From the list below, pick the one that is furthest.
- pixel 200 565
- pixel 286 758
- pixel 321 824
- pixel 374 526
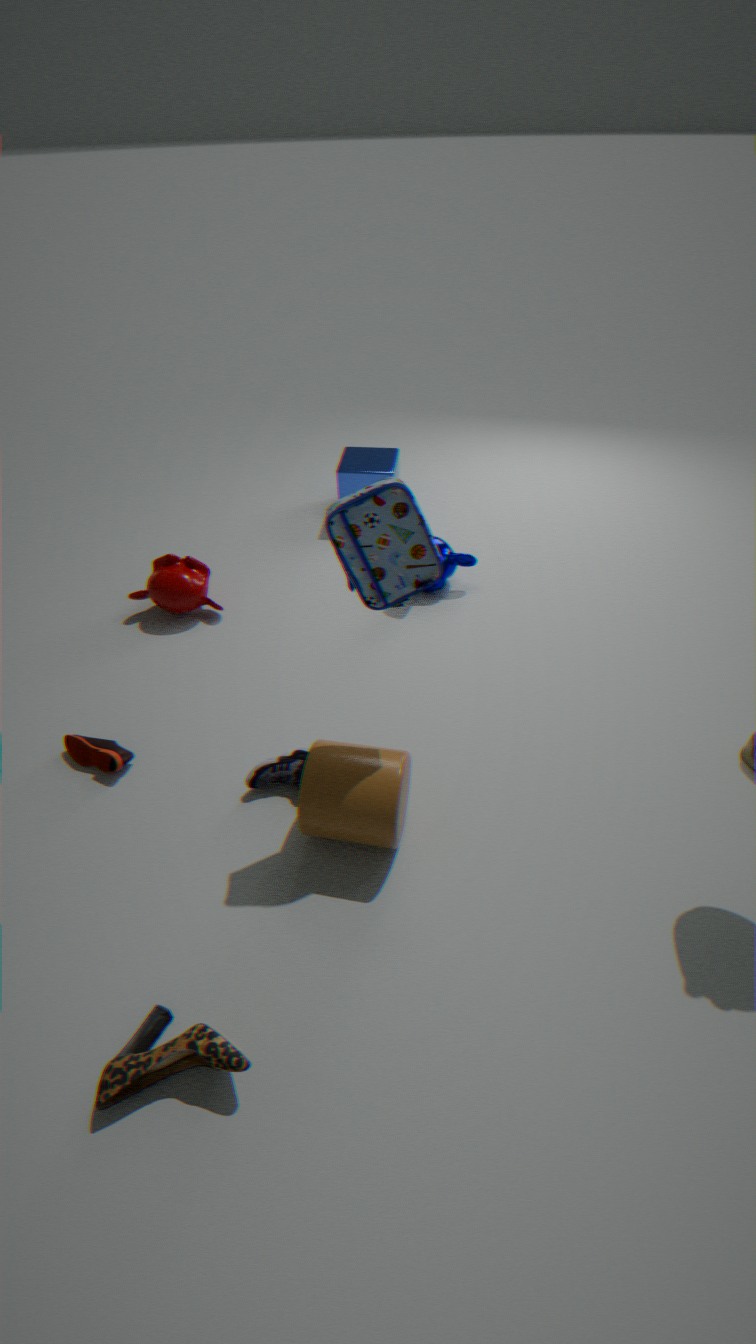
pixel 200 565
